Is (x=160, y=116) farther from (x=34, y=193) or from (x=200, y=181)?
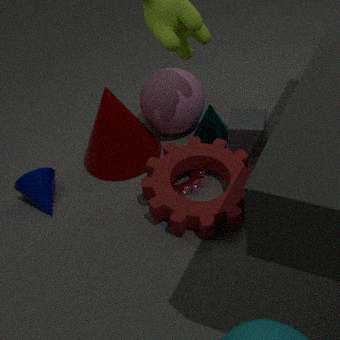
(x=34, y=193)
